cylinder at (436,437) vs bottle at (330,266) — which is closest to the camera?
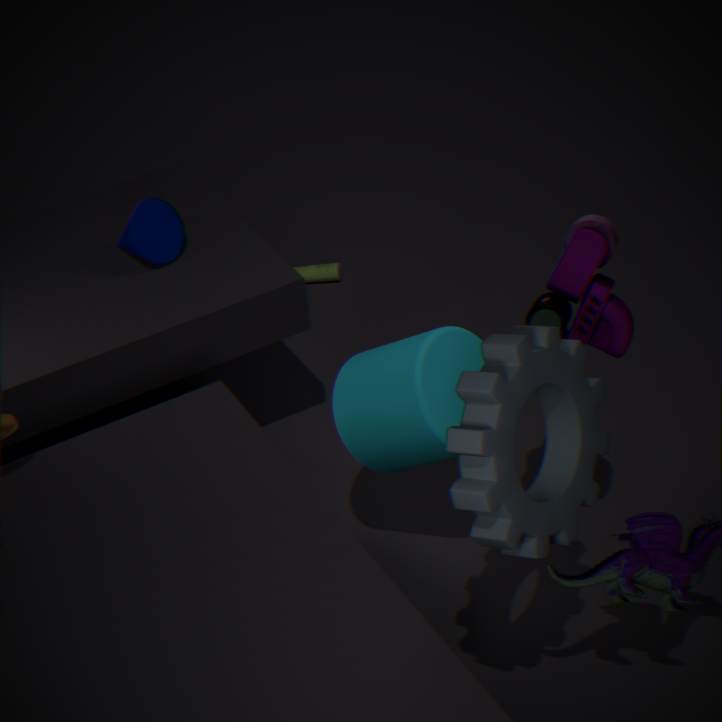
cylinder at (436,437)
